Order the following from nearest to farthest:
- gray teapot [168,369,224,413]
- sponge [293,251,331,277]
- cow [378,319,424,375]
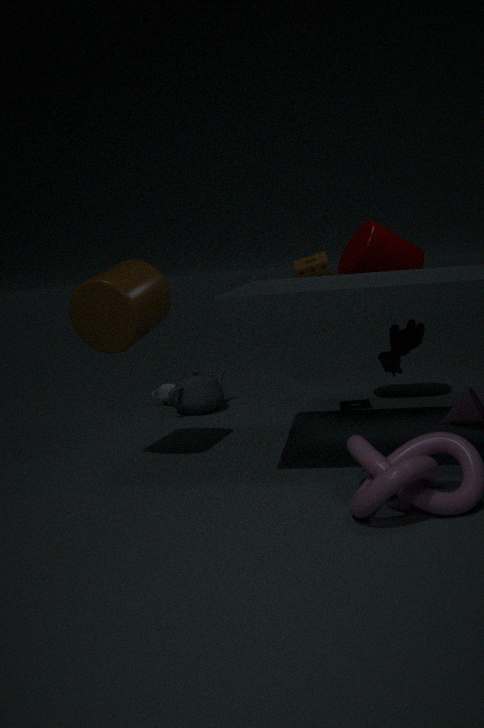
cow [378,319,424,375] → sponge [293,251,331,277] → gray teapot [168,369,224,413]
